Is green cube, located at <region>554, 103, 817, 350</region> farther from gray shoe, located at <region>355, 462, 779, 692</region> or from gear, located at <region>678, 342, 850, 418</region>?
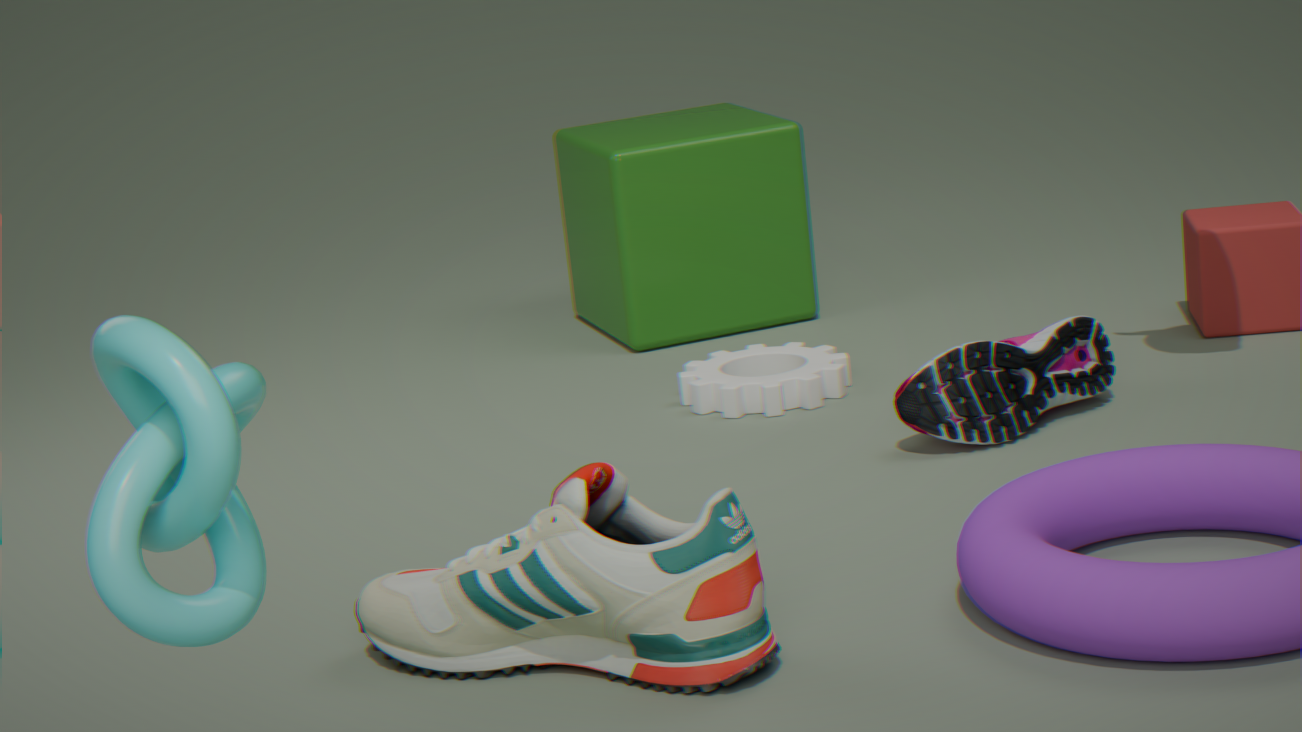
gray shoe, located at <region>355, 462, 779, 692</region>
